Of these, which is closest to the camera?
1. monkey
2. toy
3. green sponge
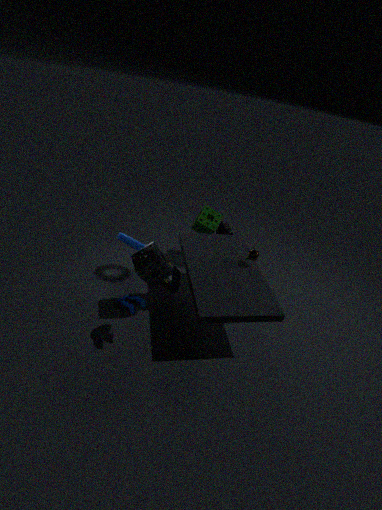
toy
